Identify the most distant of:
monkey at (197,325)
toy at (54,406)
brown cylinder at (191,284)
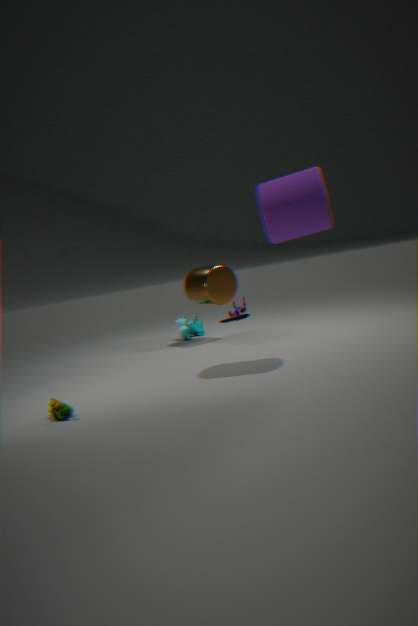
monkey at (197,325)
